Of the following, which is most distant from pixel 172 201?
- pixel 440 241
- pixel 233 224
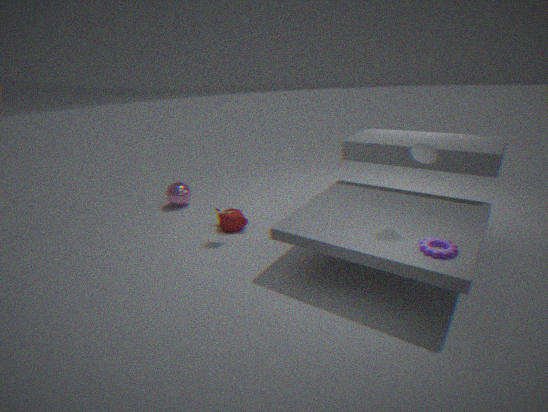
pixel 440 241
